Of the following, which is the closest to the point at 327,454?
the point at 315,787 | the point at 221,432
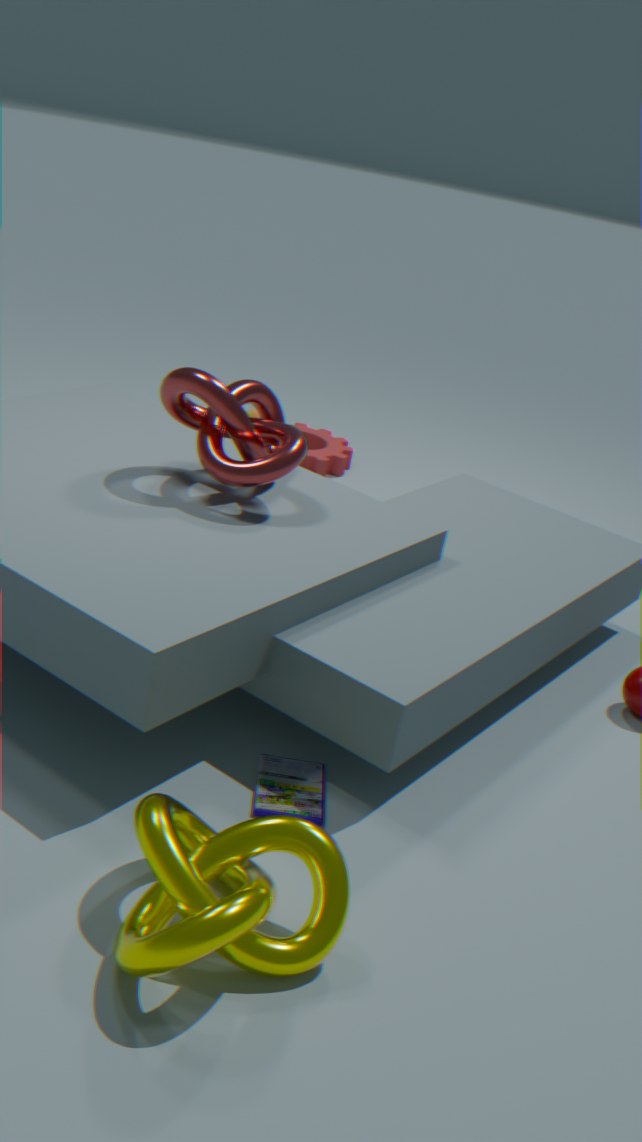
the point at 221,432
